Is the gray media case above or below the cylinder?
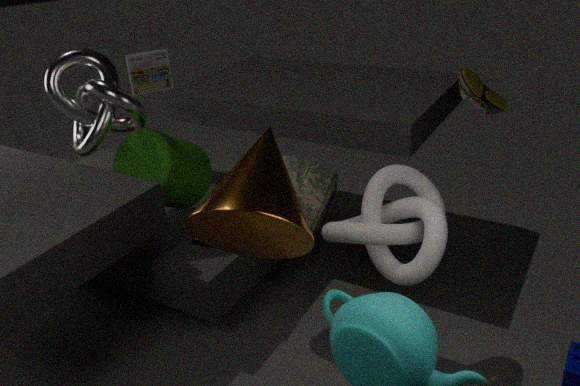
above
